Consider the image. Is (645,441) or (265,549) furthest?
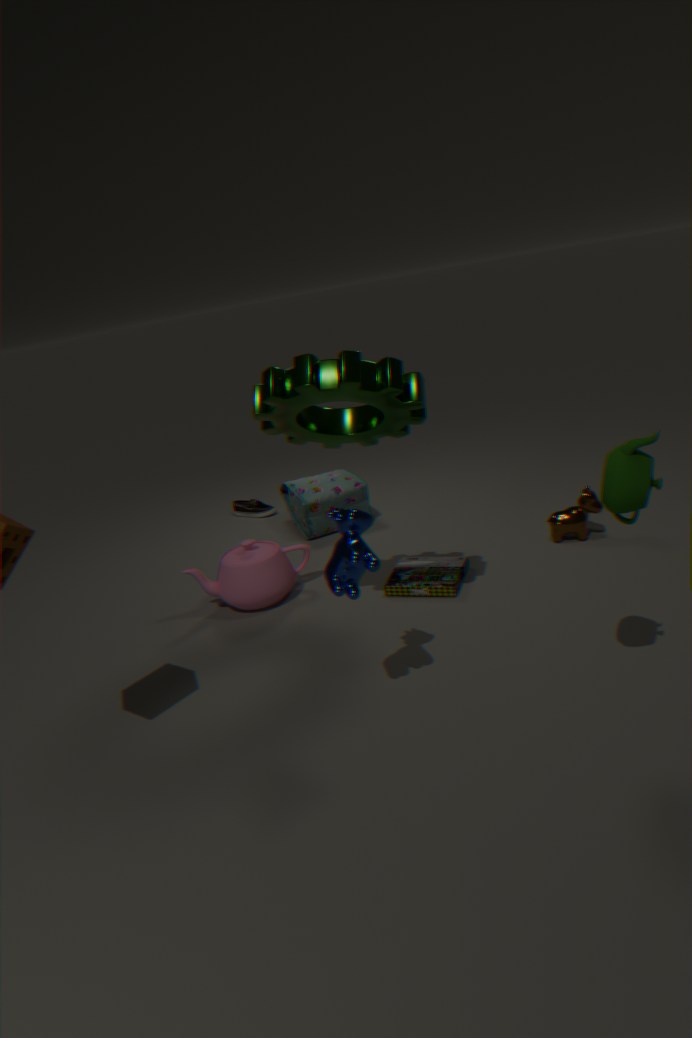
(265,549)
